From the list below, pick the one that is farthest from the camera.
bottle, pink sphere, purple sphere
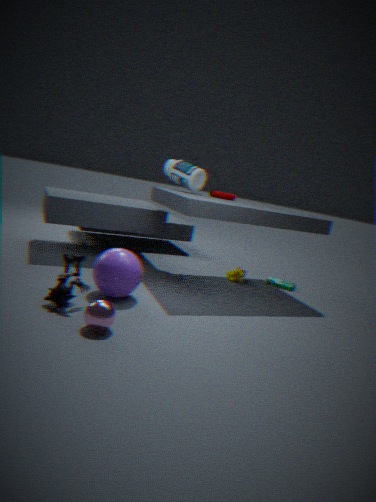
bottle
